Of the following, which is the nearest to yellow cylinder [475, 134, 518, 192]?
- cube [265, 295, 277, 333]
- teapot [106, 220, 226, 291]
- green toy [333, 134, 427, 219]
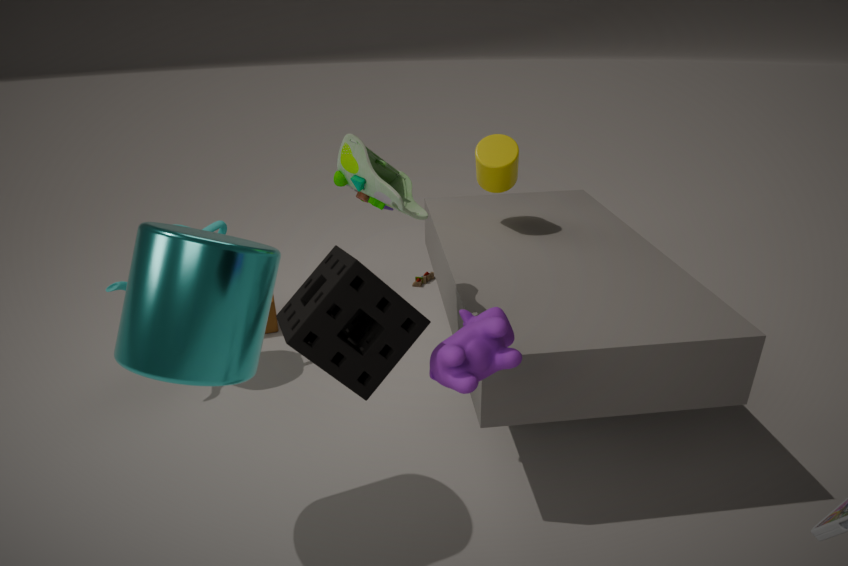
green toy [333, 134, 427, 219]
